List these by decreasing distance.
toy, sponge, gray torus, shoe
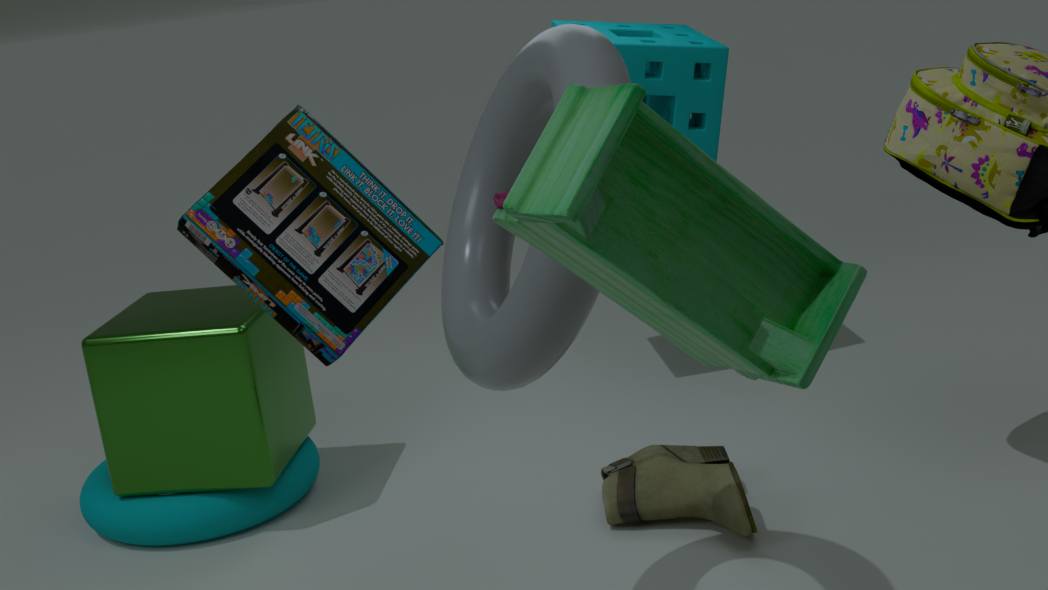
sponge → shoe → gray torus → toy
